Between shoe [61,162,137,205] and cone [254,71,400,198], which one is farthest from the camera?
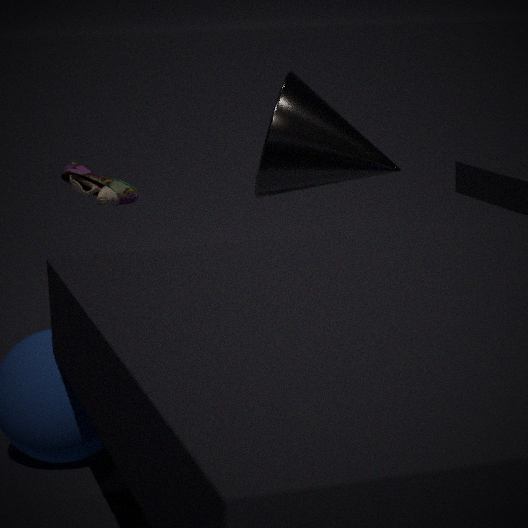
cone [254,71,400,198]
